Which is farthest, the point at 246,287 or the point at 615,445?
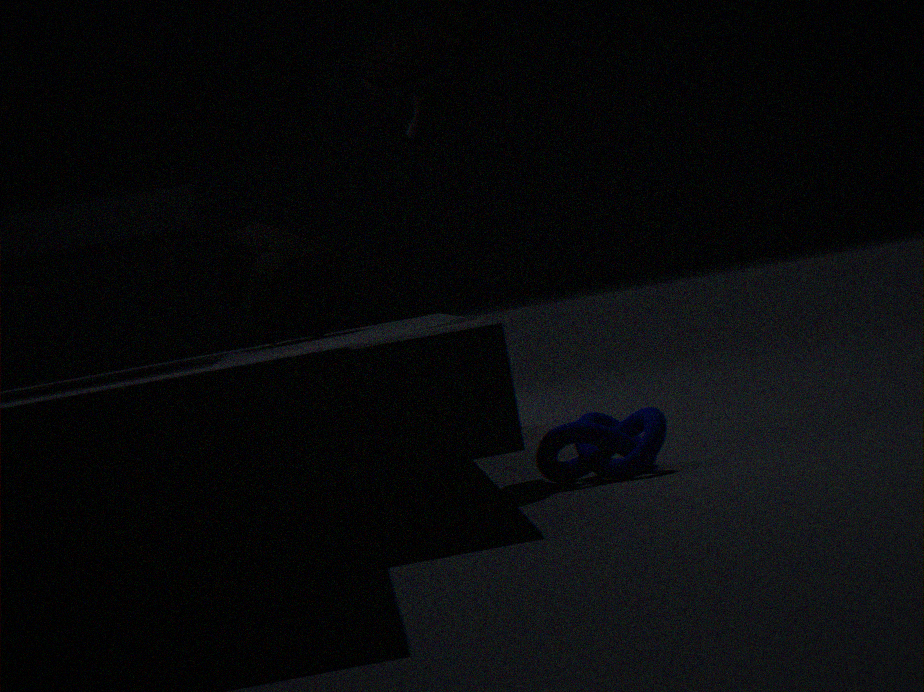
the point at 246,287
